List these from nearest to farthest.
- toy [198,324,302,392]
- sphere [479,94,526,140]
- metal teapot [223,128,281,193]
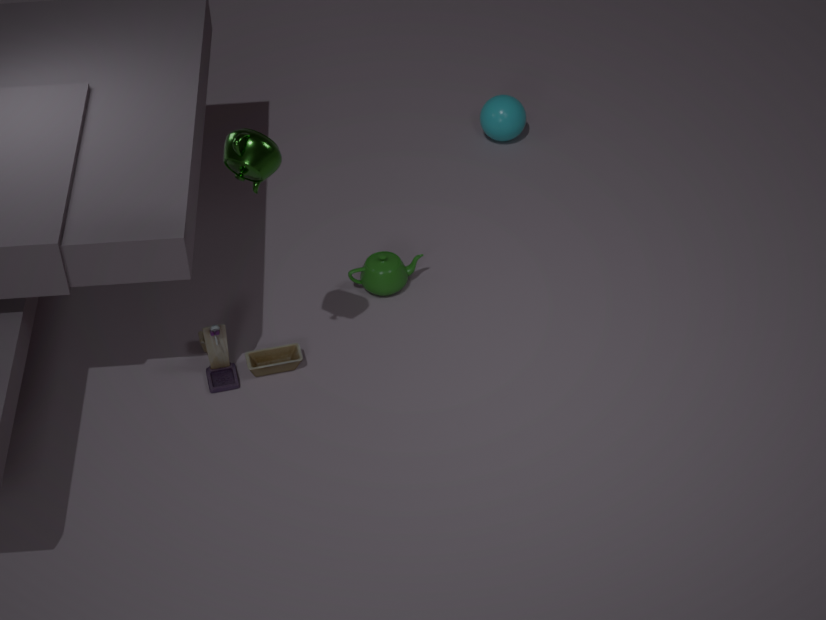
metal teapot [223,128,281,193] → toy [198,324,302,392] → sphere [479,94,526,140]
